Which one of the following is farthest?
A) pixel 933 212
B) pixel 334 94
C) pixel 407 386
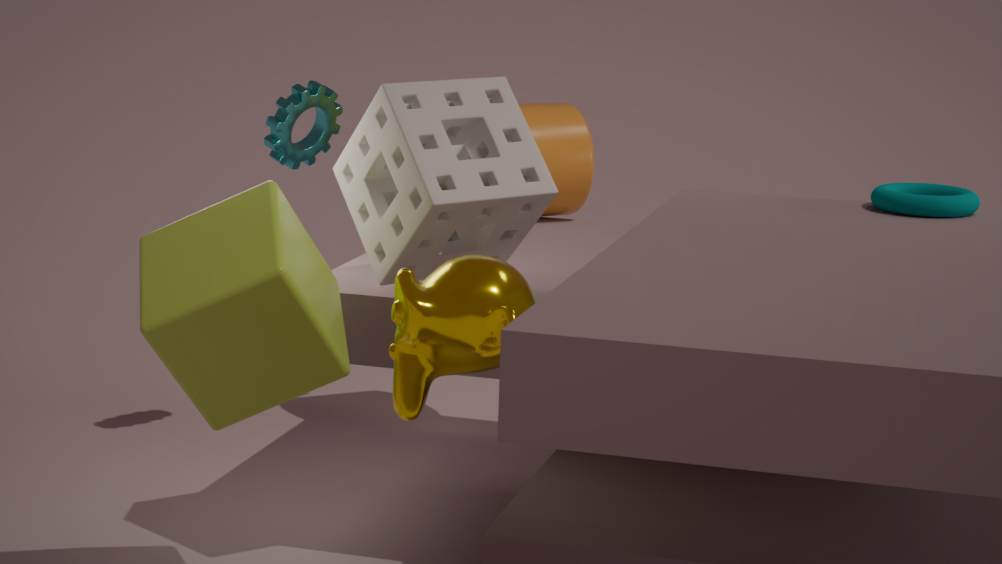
pixel 334 94
